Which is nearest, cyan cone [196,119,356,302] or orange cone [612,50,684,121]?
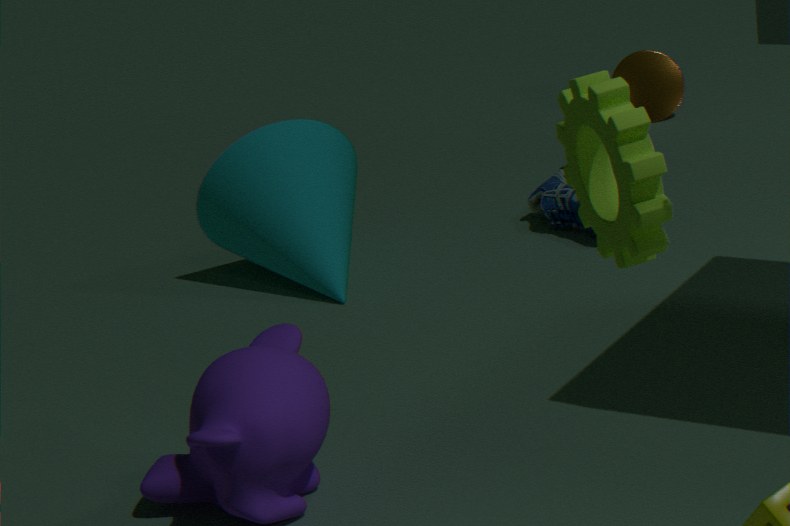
cyan cone [196,119,356,302]
